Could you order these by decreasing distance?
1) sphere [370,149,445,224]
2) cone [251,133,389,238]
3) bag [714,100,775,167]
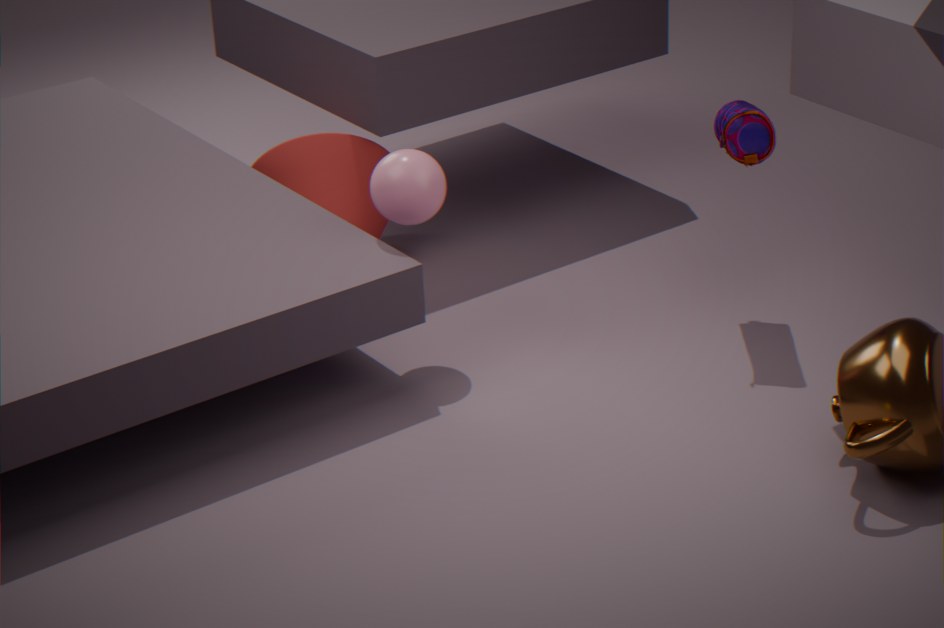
2. cone [251,133,389,238]
3. bag [714,100,775,167]
1. sphere [370,149,445,224]
